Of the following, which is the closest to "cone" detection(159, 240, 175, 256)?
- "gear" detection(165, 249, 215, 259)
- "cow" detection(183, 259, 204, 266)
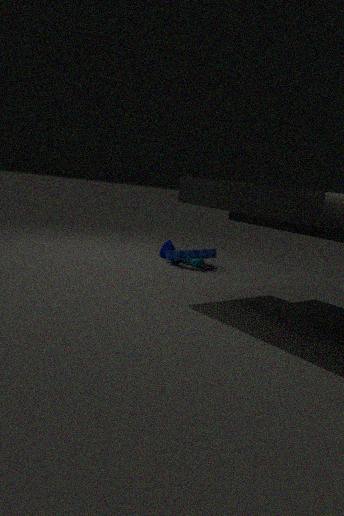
"gear" detection(165, 249, 215, 259)
